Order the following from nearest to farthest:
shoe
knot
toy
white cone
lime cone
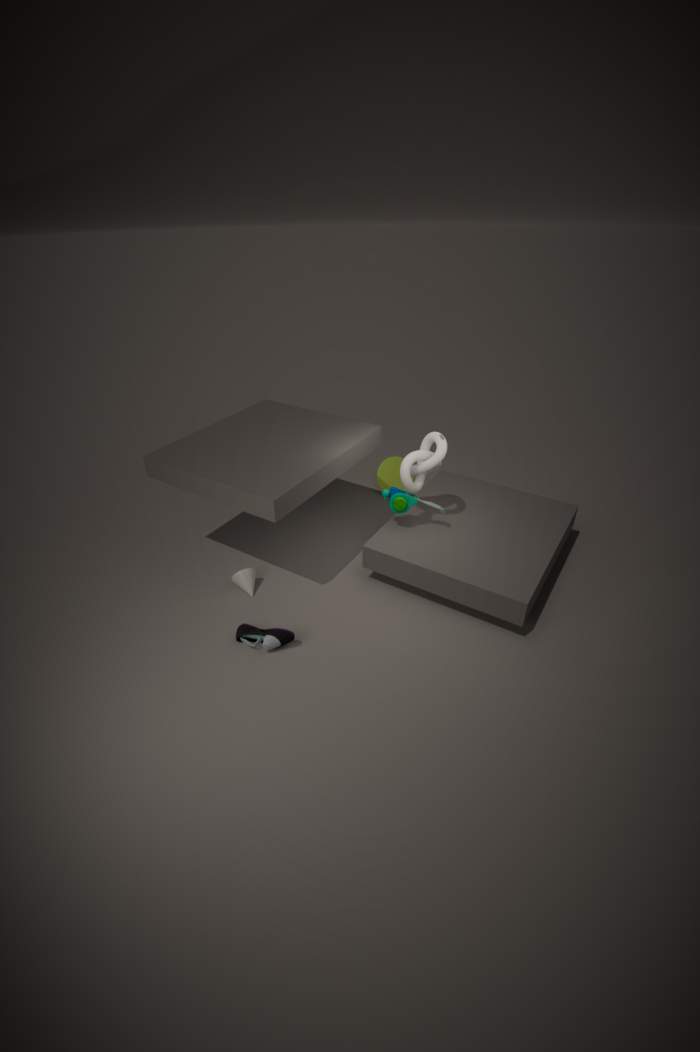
shoe, knot, white cone, toy, lime cone
